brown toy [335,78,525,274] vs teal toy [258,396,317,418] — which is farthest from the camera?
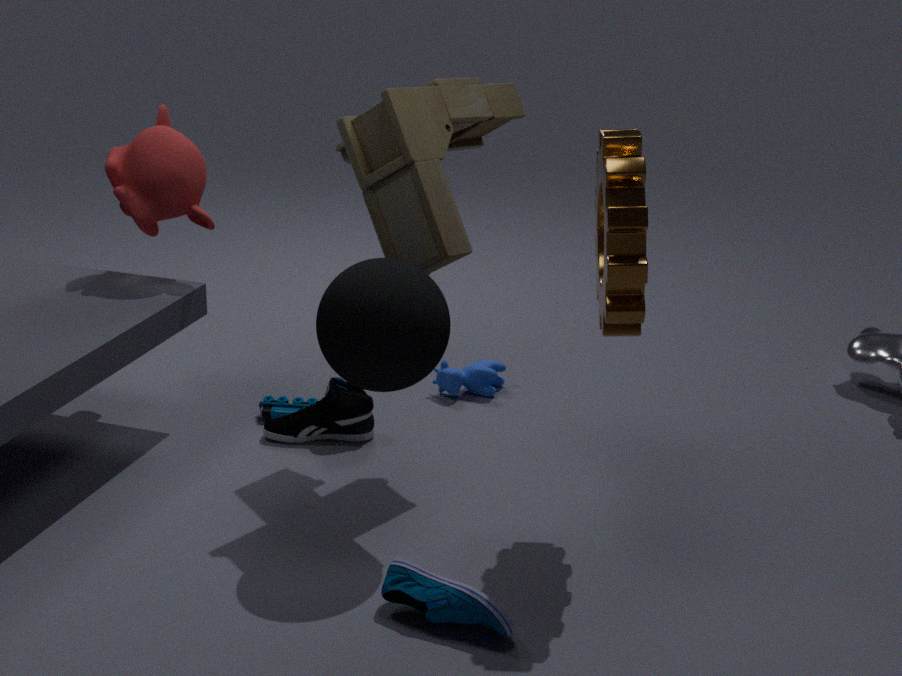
teal toy [258,396,317,418]
